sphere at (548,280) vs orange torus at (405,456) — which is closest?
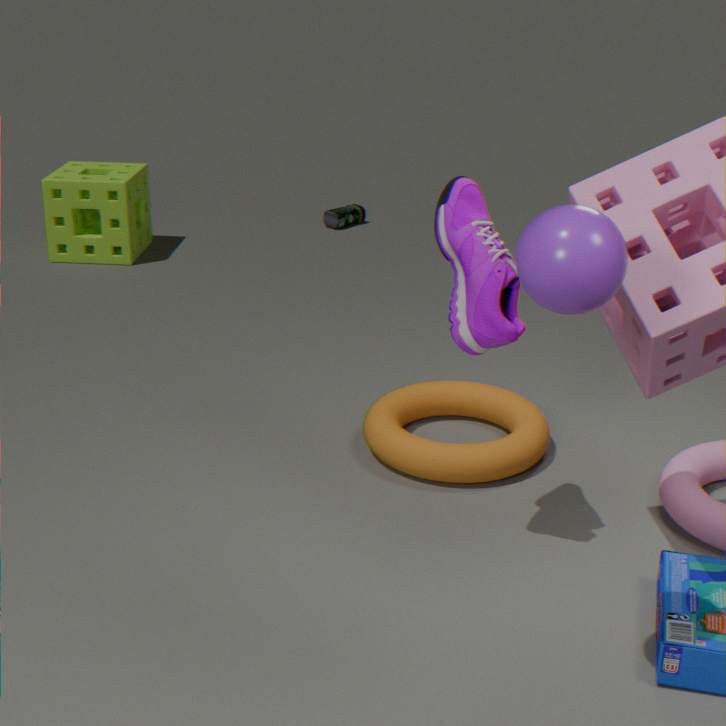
sphere at (548,280)
